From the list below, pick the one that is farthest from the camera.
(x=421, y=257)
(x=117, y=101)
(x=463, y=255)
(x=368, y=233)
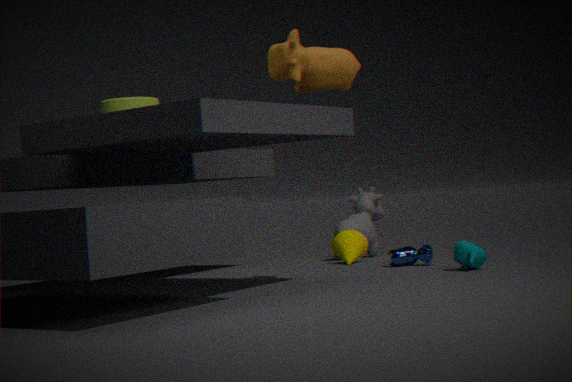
(x=368, y=233)
